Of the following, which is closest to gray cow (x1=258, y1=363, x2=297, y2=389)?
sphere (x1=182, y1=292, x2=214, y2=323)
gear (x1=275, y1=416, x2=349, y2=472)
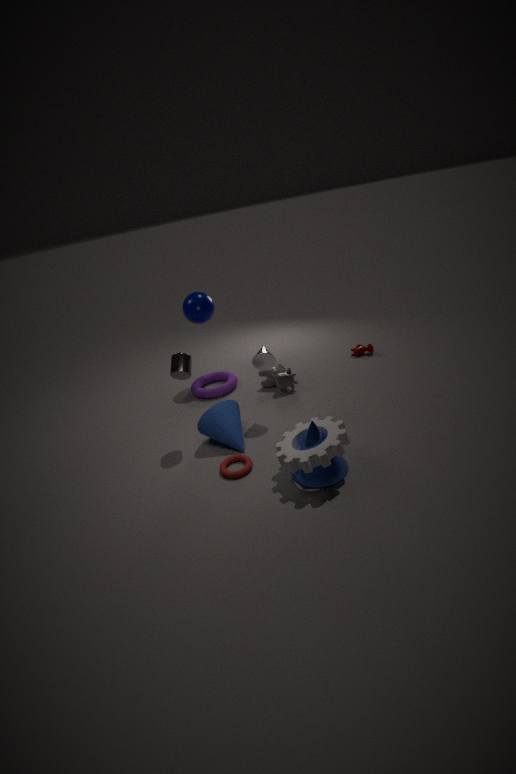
sphere (x1=182, y1=292, x2=214, y2=323)
